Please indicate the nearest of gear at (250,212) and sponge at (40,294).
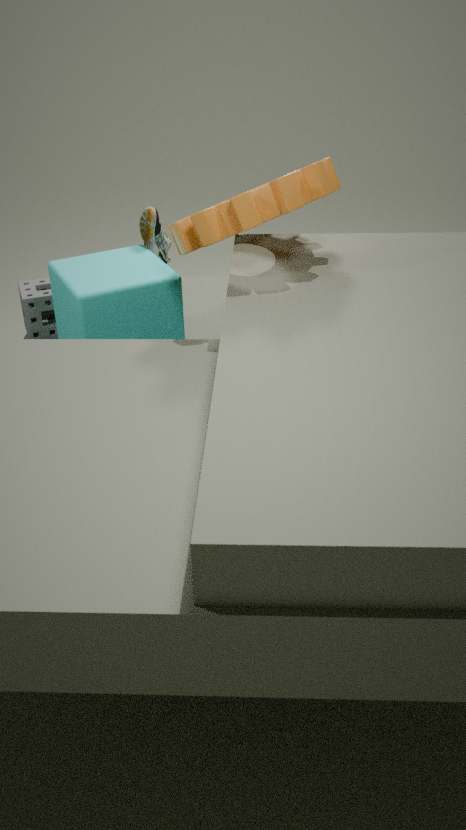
gear at (250,212)
